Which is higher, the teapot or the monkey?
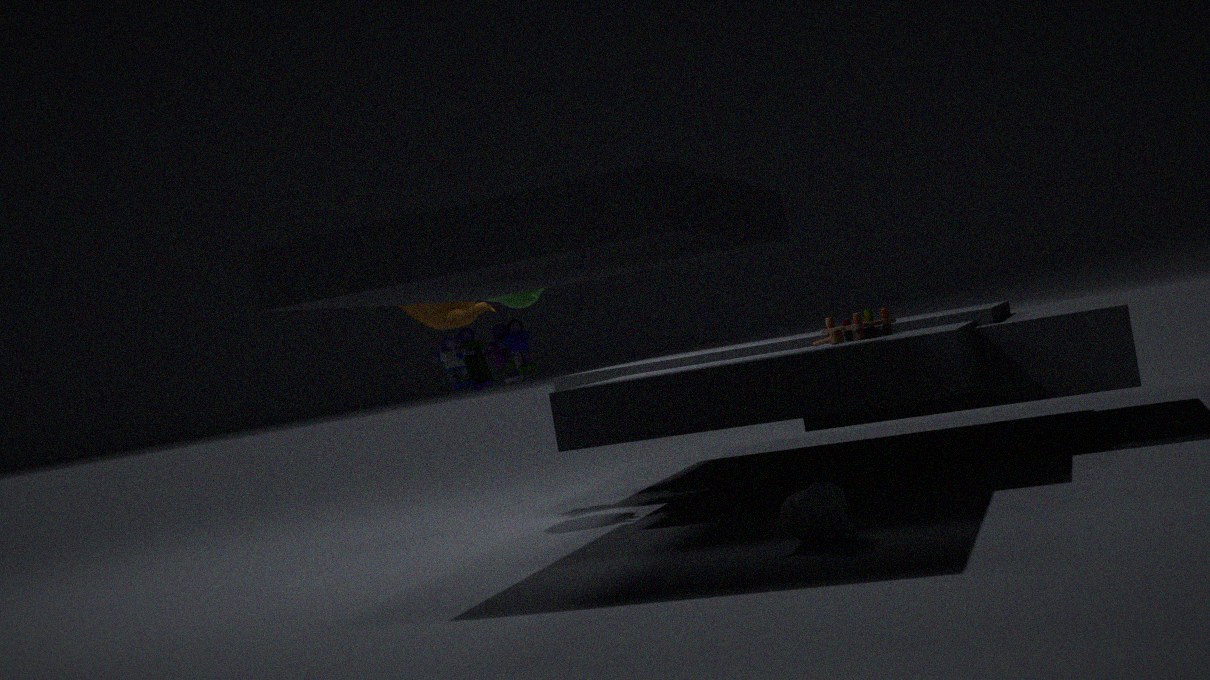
the teapot
